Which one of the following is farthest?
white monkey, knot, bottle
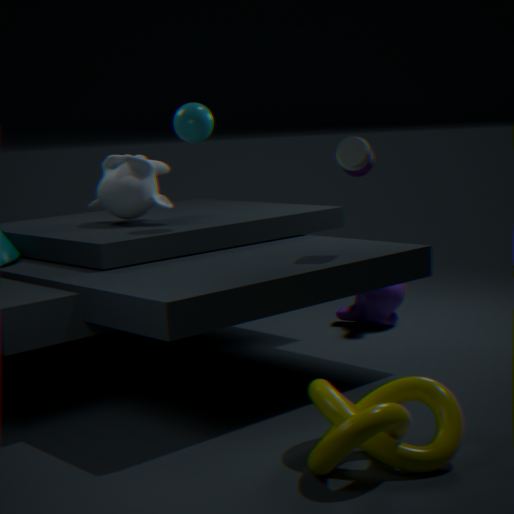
white monkey
